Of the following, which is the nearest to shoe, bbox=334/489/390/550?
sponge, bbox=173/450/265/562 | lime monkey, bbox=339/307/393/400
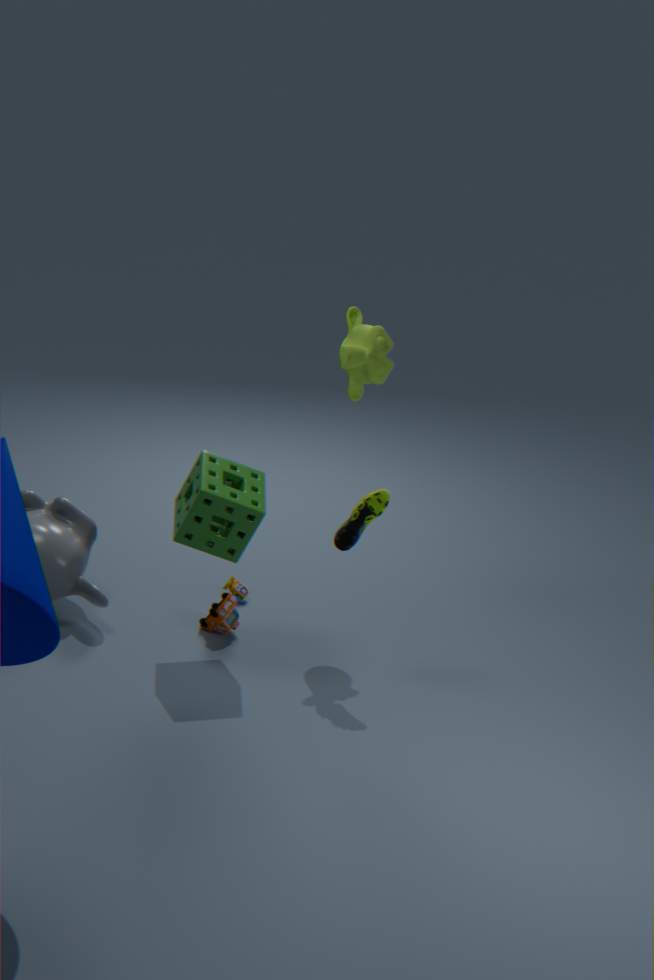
sponge, bbox=173/450/265/562
